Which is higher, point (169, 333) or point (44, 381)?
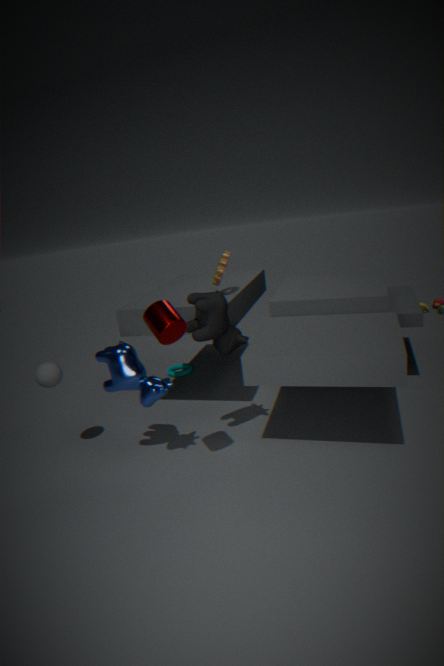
point (169, 333)
